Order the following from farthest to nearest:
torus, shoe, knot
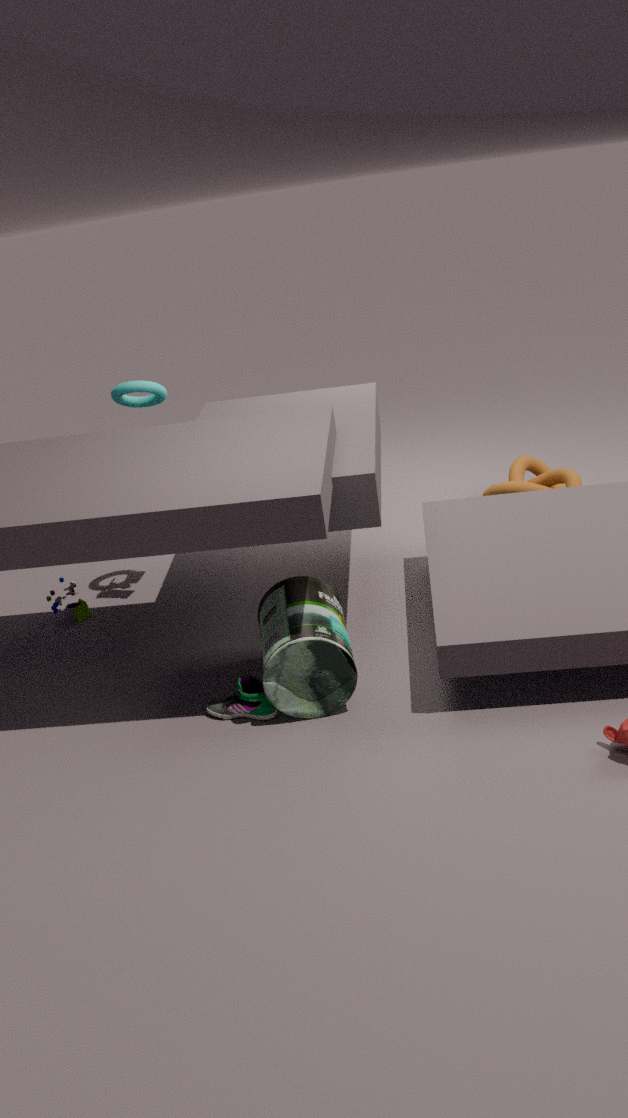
knot < torus < shoe
